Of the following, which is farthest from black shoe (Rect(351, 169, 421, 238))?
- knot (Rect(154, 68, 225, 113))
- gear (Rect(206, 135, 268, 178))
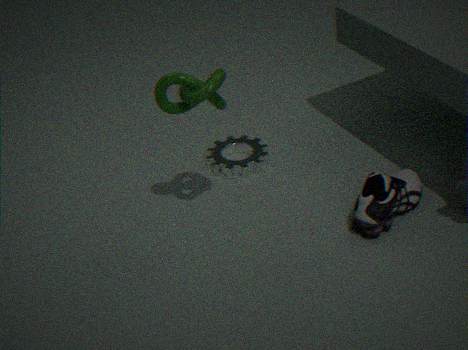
knot (Rect(154, 68, 225, 113))
